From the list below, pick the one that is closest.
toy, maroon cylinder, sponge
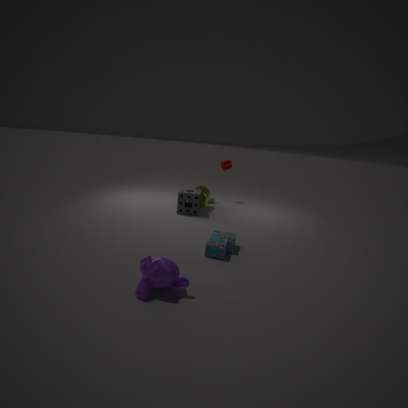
toy
